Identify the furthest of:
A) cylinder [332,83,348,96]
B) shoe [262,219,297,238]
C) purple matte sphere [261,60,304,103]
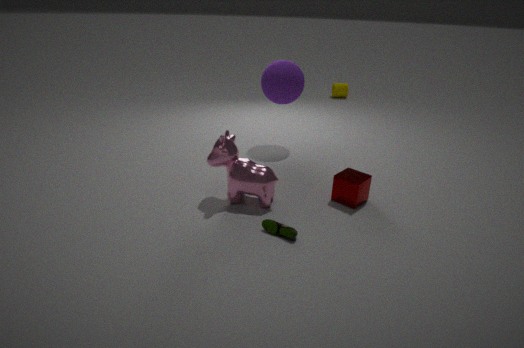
cylinder [332,83,348,96]
